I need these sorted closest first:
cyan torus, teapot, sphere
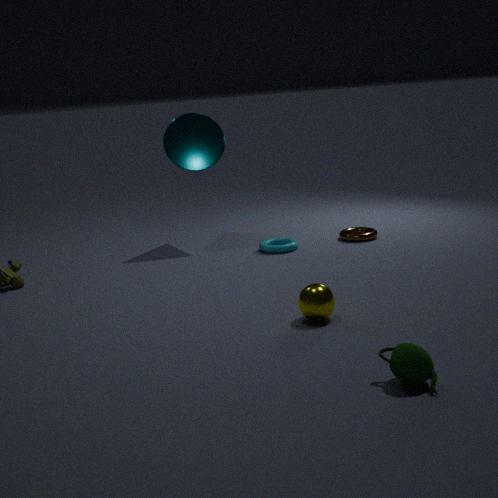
teapot → sphere → cyan torus
